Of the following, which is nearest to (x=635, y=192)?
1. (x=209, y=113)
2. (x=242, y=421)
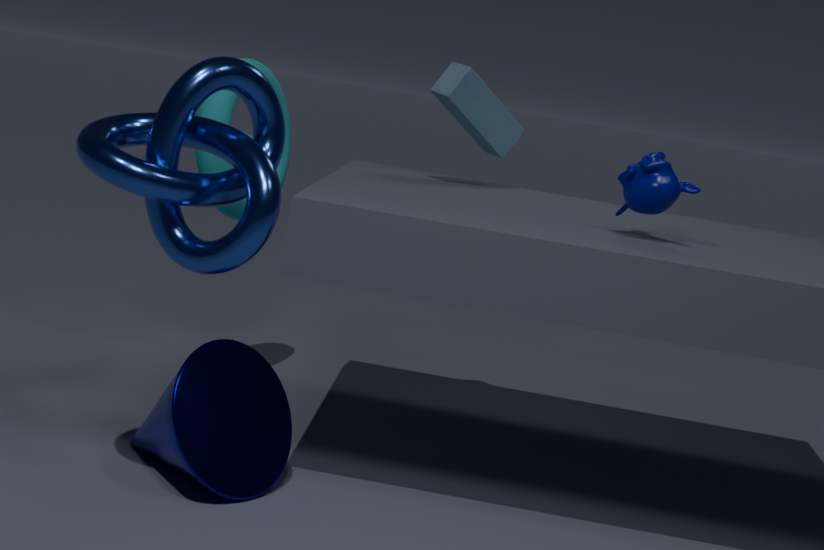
(x=242, y=421)
